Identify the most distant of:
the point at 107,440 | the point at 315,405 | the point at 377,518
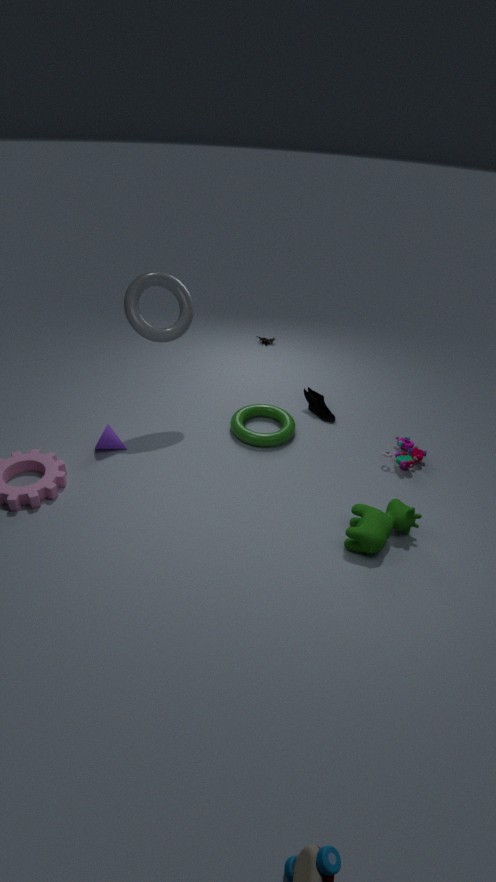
the point at 315,405
